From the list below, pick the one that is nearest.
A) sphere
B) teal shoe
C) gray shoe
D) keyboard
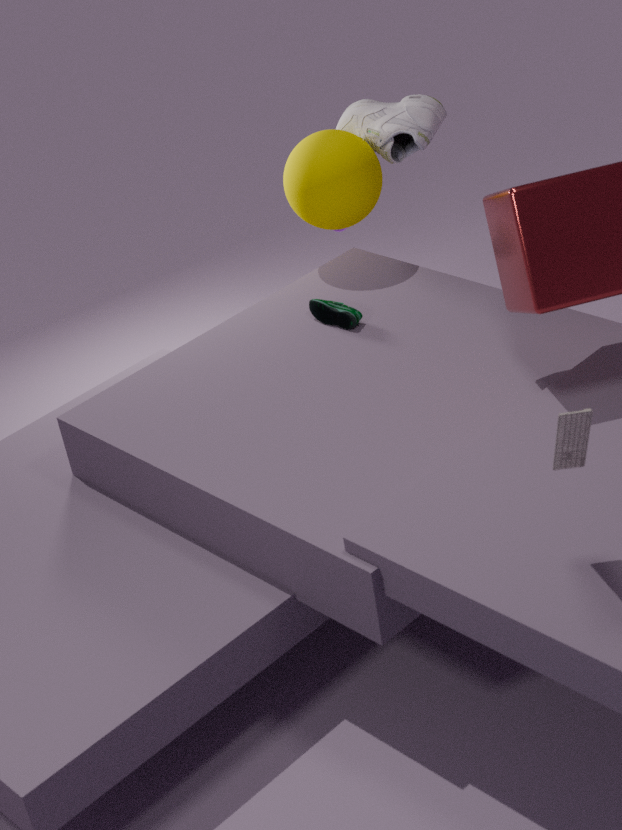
keyboard
